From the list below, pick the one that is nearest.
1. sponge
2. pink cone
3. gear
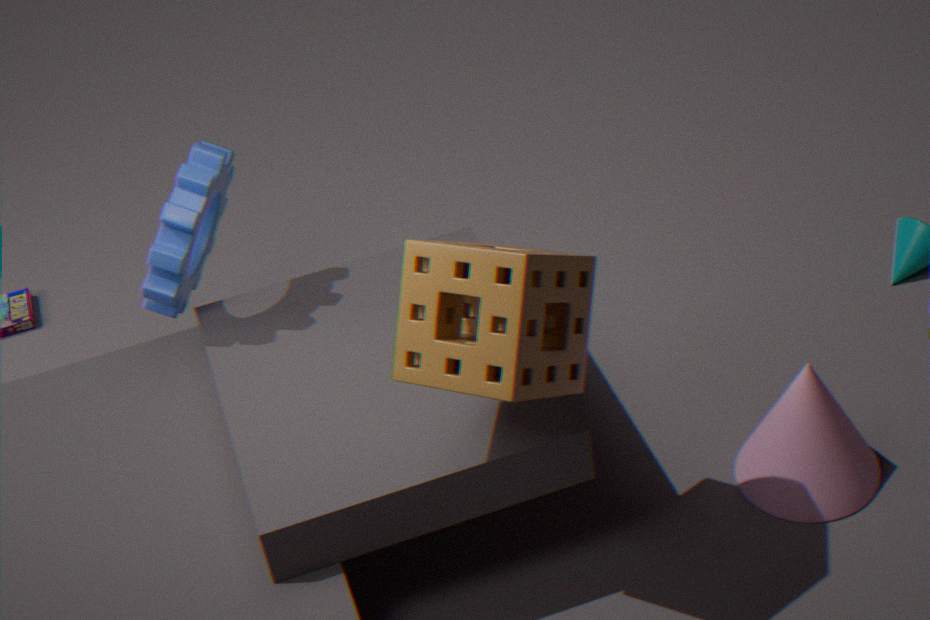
sponge
